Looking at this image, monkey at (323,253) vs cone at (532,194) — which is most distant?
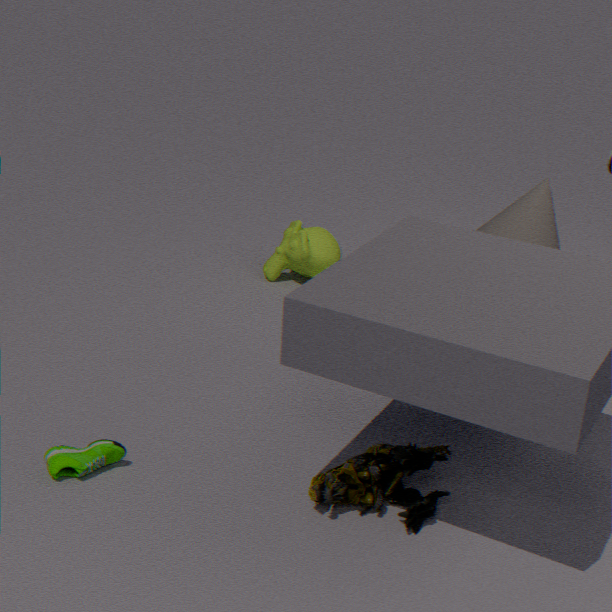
monkey at (323,253)
